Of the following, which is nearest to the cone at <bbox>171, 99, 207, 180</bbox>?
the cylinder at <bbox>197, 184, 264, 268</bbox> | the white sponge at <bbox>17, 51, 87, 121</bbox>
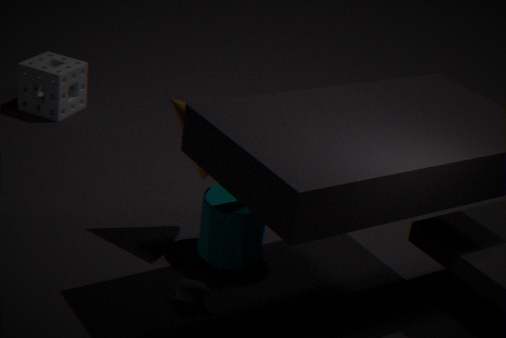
the cylinder at <bbox>197, 184, 264, 268</bbox>
